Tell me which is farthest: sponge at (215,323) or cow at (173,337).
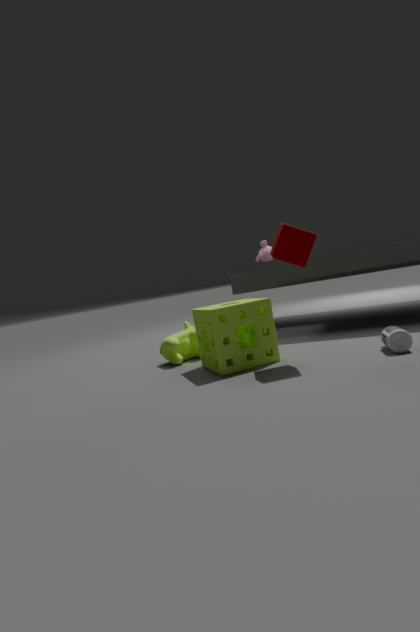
cow at (173,337)
